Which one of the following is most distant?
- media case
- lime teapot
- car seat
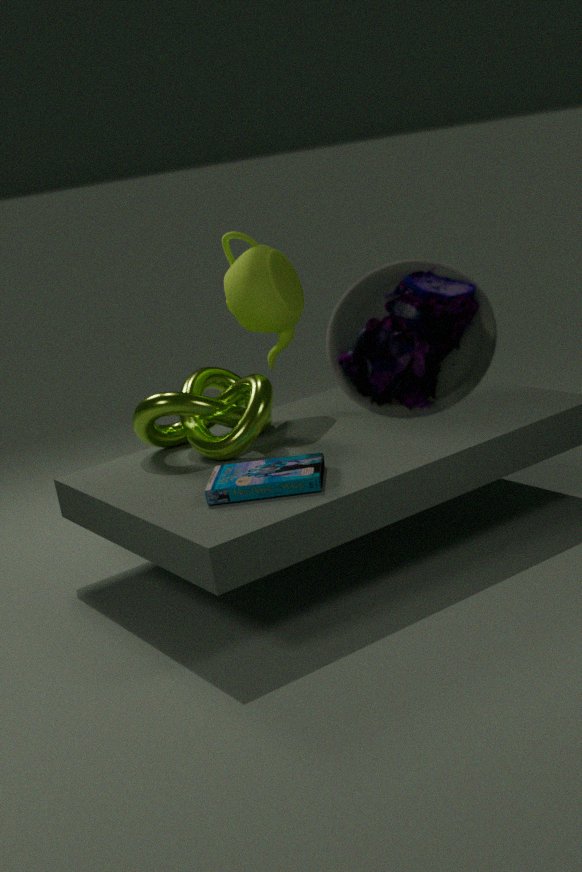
lime teapot
